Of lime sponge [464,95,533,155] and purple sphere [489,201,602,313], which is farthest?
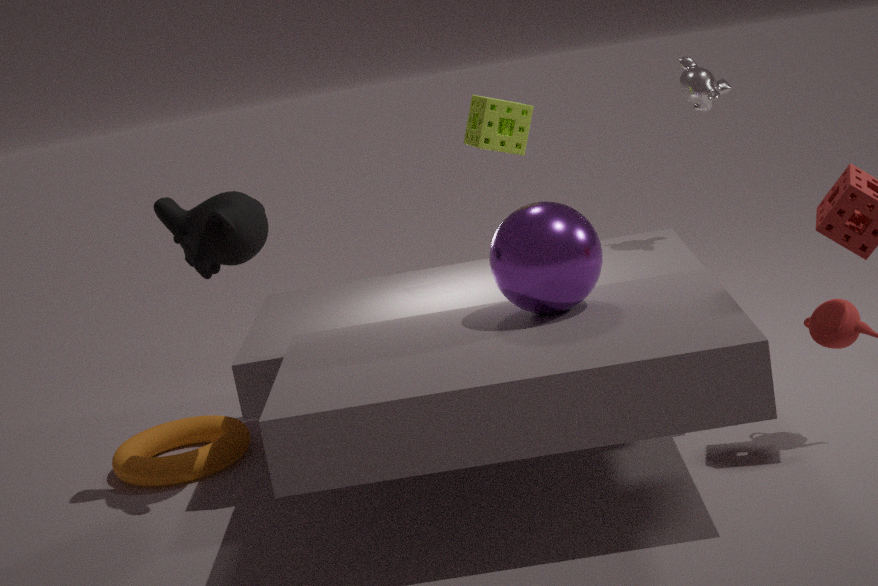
lime sponge [464,95,533,155]
